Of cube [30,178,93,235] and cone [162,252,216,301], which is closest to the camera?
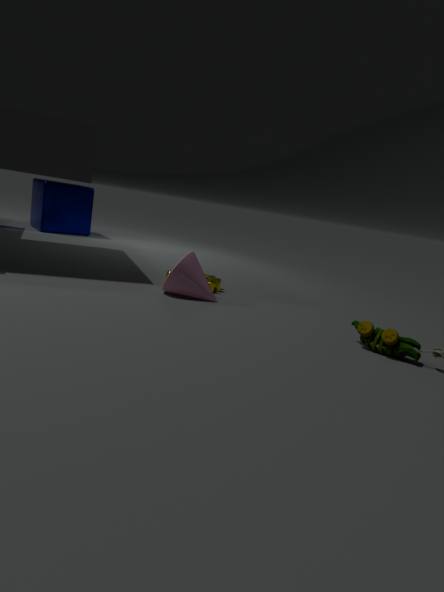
cone [162,252,216,301]
